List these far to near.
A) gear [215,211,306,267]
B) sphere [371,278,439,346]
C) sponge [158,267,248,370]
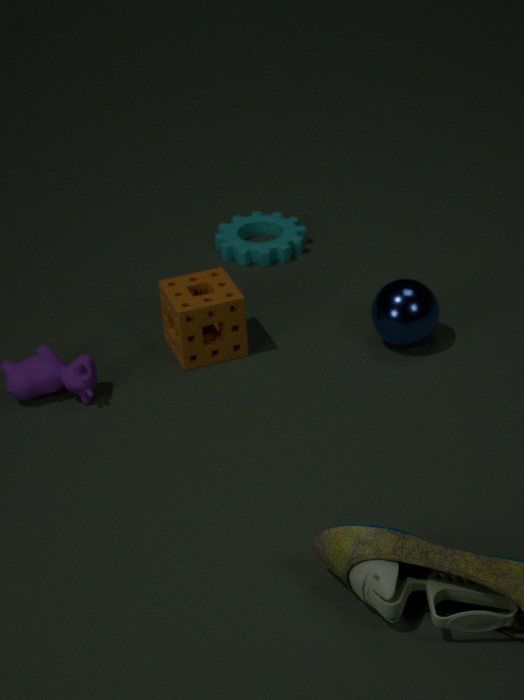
gear [215,211,306,267]
sponge [158,267,248,370]
sphere [371,278,439,346]
